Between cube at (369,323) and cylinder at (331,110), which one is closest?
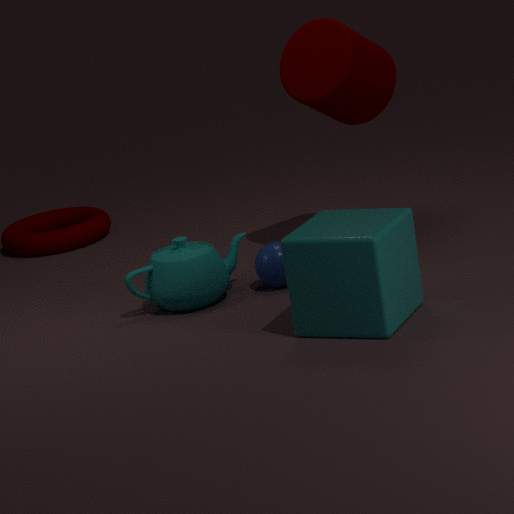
cube at (369,323)
